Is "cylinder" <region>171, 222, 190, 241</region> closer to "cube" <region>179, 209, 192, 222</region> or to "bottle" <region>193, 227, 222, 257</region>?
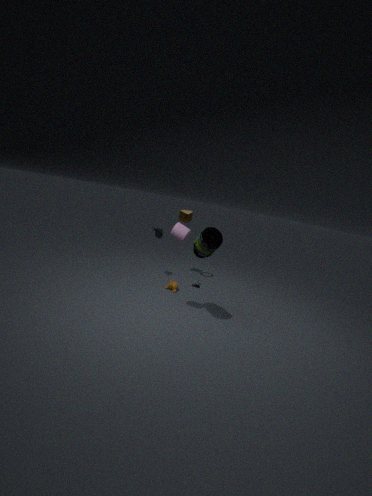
"bottle" <region>193, 227, 222, 257</region>
